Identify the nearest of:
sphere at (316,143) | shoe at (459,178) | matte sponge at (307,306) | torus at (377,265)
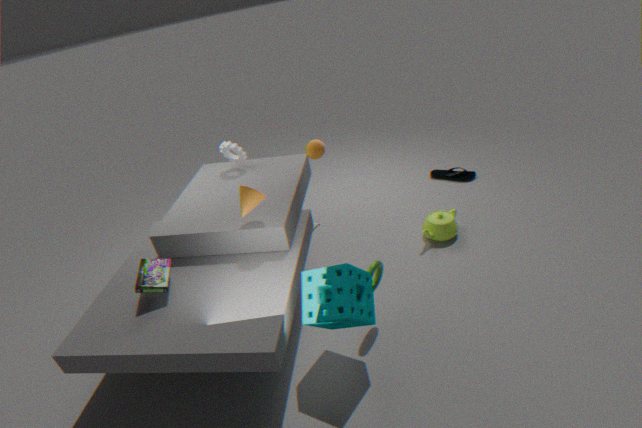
matte sponge at (307,306)
